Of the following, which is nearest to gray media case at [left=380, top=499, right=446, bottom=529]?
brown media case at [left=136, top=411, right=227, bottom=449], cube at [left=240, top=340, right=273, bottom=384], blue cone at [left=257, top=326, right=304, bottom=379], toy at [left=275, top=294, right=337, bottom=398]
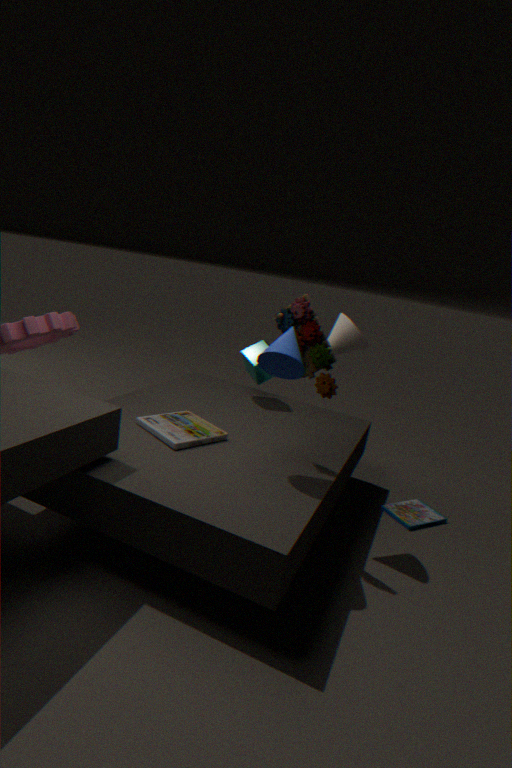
toy at [left=275, top=294, right=337, bottom=398]
